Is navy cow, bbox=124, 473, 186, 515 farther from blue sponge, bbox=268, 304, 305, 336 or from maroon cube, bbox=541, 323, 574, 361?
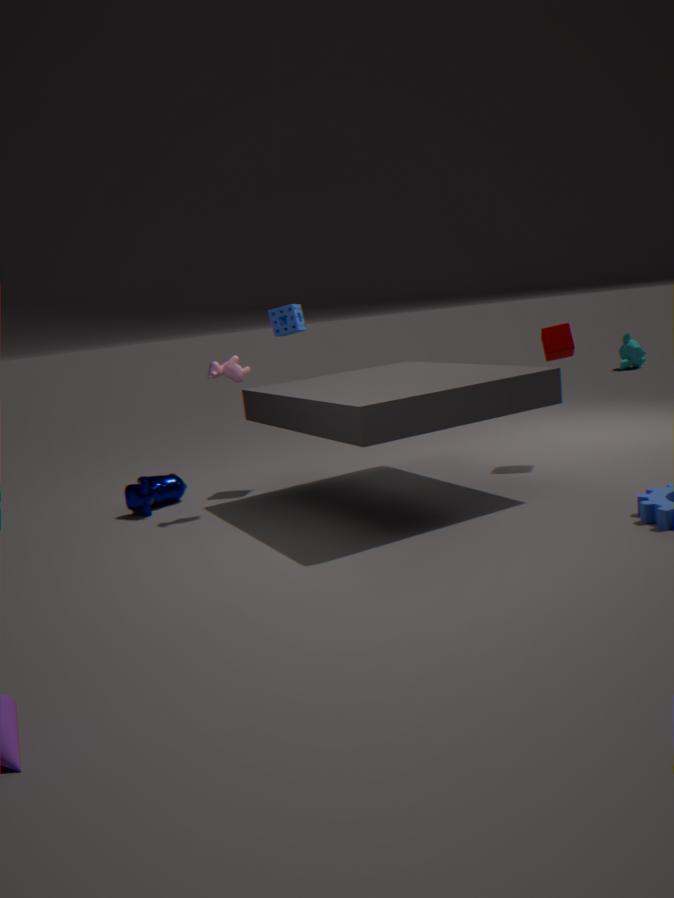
maroon cube, bbox=541, 323, 574, 361
